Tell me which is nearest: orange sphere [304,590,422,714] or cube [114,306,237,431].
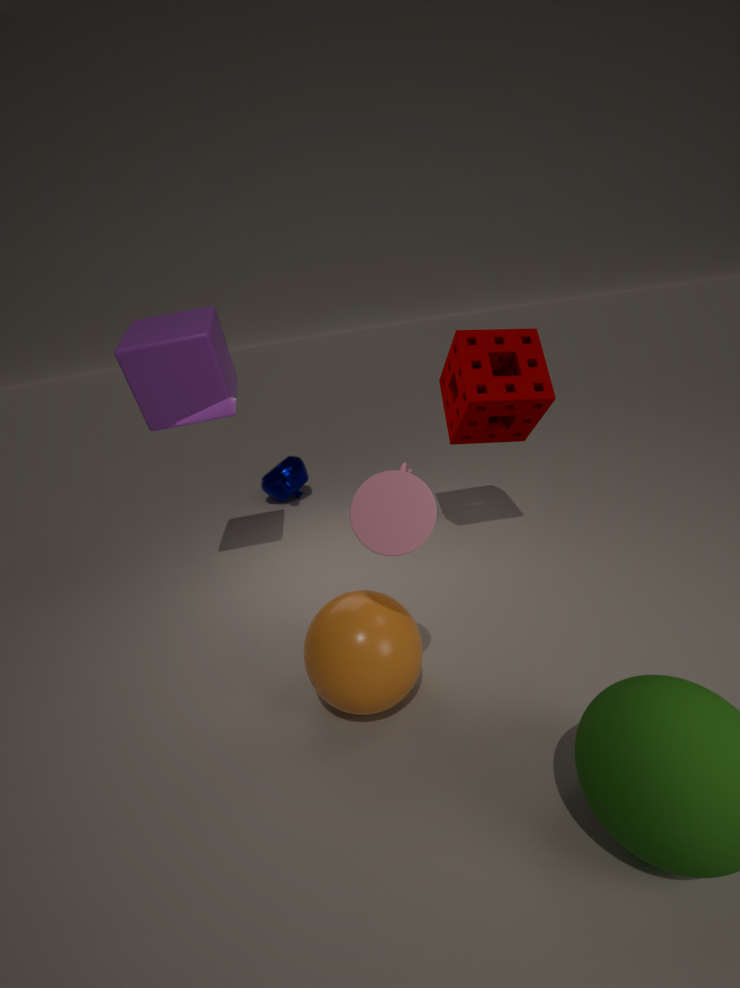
orange sphere [304,590,422,714]
